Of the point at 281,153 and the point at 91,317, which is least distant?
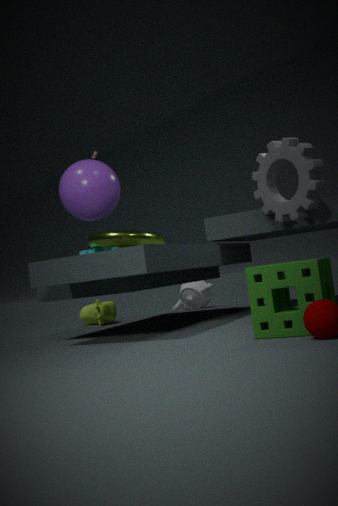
the point at 281,153
